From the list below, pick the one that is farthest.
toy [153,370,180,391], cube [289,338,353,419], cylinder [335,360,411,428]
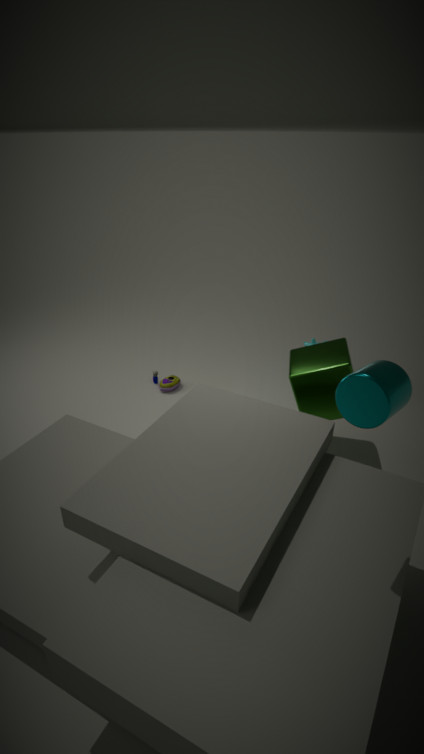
toy [153,370,180,391]
